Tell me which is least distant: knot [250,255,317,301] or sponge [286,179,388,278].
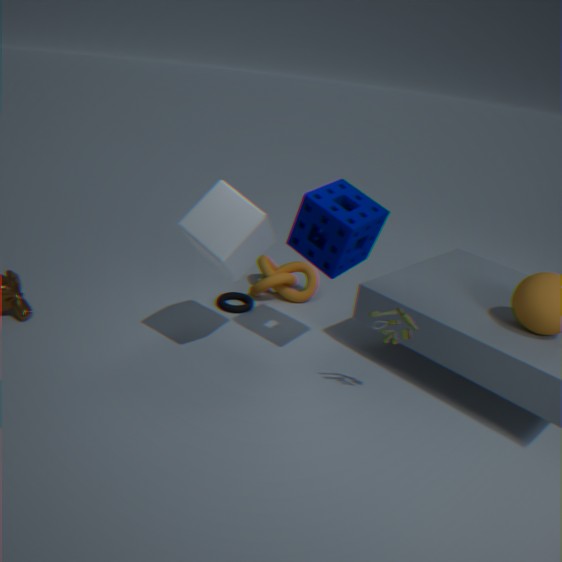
sponge [286,179,388,278]
